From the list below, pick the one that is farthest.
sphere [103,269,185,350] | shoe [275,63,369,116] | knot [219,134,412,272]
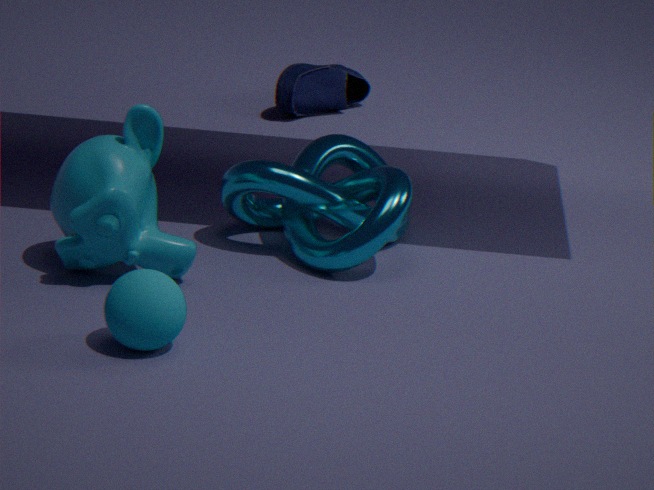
shoe [275,63,369,116]
